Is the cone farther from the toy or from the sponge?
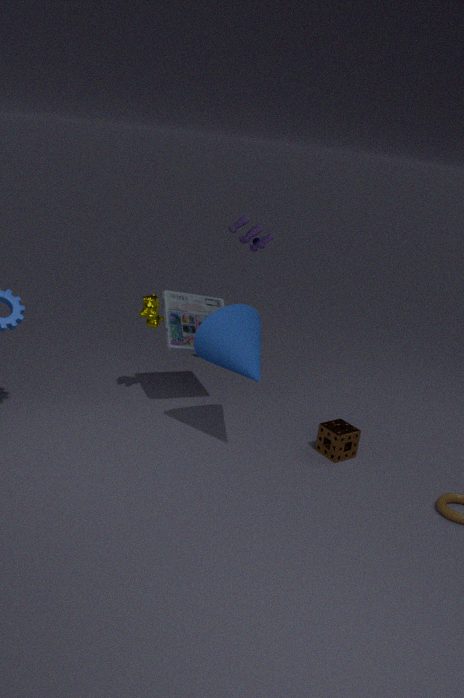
the toy
